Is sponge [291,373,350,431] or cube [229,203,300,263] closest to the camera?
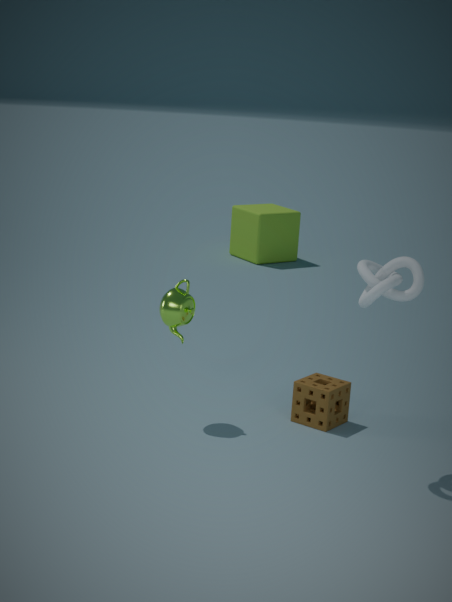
sponge [291,373,350,431]
